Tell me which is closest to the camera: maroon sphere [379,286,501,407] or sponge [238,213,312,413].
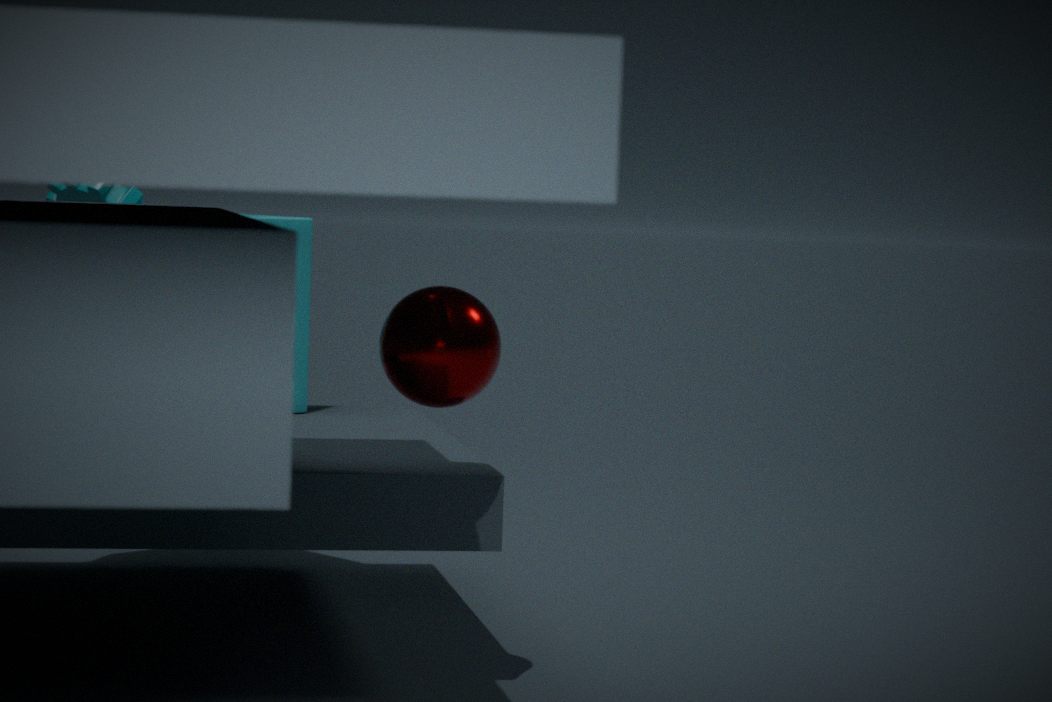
maroon sphere [379,286,501,407]
